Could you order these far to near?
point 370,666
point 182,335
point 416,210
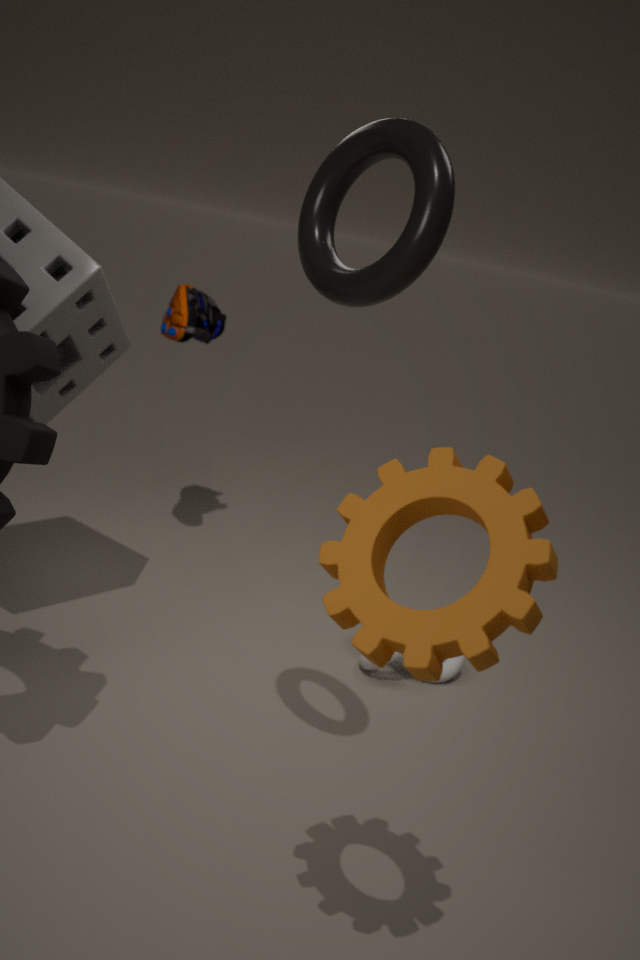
point 182,335, point 370,666, point 416,210
